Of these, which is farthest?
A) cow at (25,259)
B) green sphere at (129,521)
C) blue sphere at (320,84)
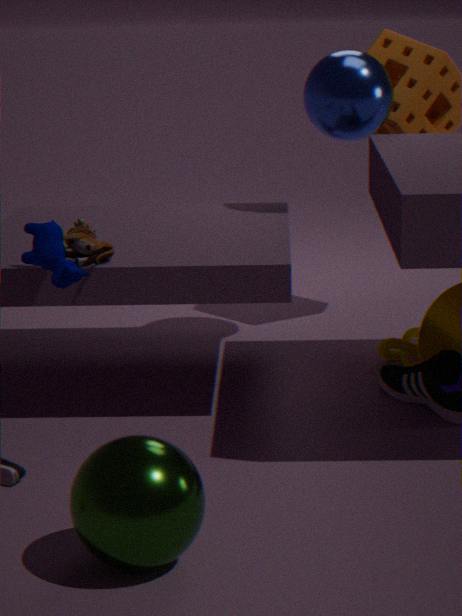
blue sphere at (320,84)
